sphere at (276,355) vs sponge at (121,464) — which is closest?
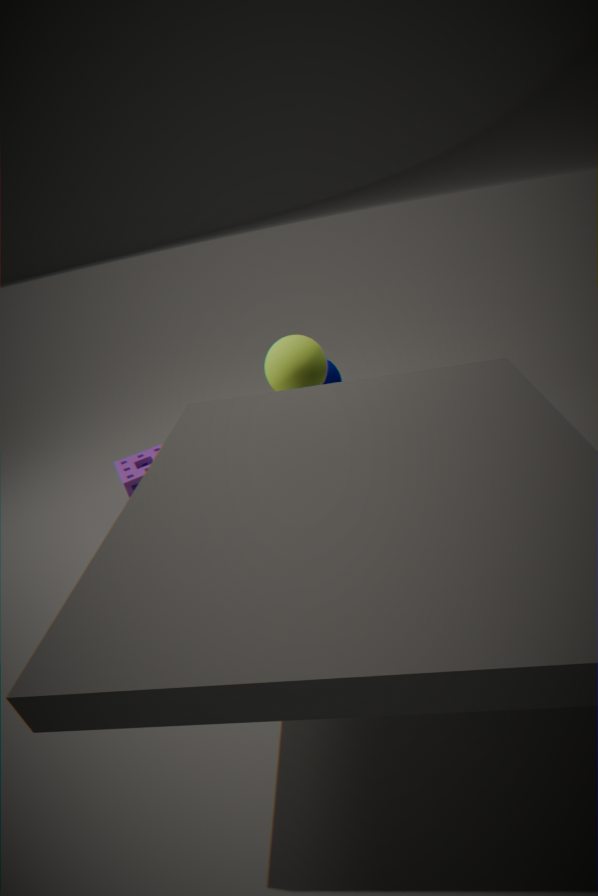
sphere at (276,355)
